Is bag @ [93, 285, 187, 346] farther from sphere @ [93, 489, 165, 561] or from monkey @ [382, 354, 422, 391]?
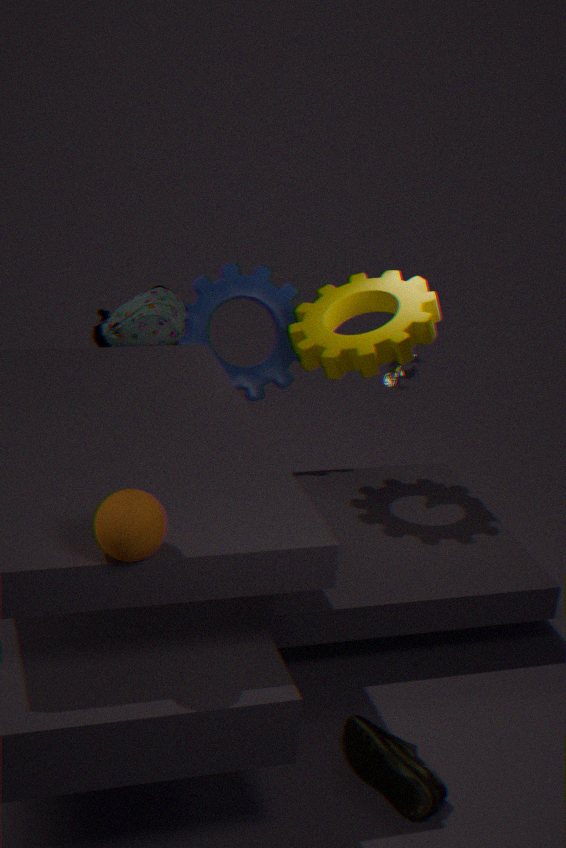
sphere @ [93, 489, 165, 561]
